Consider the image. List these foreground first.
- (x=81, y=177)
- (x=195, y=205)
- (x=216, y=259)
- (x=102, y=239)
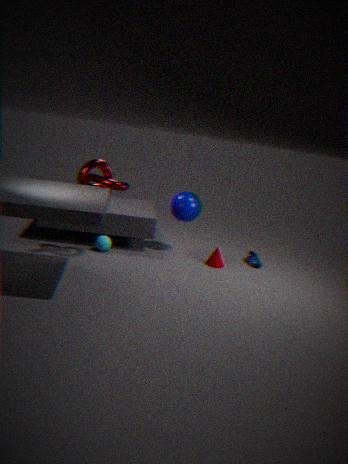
(x=81, y=177), (x=102, y=239), (x=216, y=259), (x=195, y=205)
